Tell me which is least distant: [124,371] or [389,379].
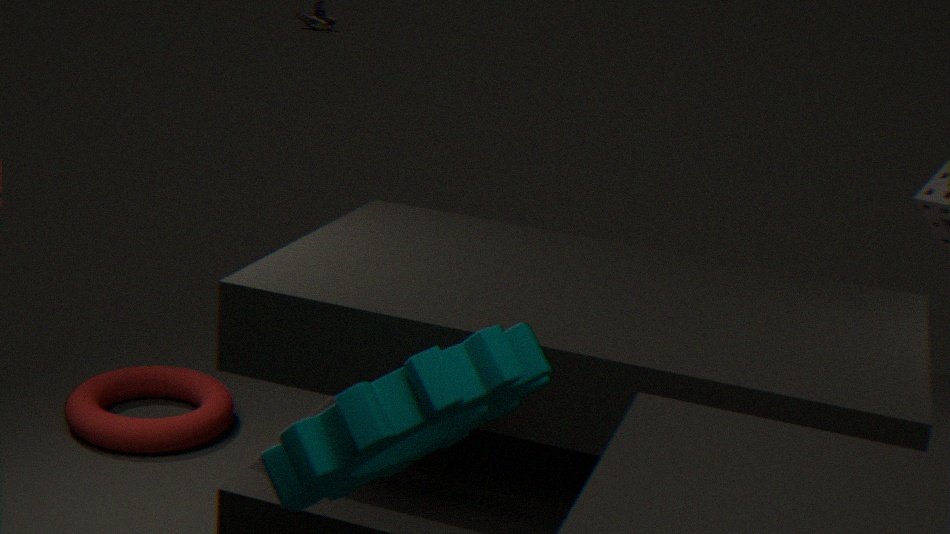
[389,379]
